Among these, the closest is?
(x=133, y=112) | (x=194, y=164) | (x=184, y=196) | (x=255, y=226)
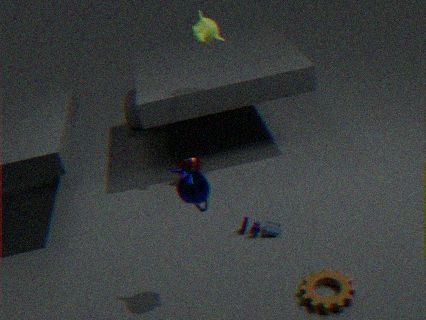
(x=184, y=196)
